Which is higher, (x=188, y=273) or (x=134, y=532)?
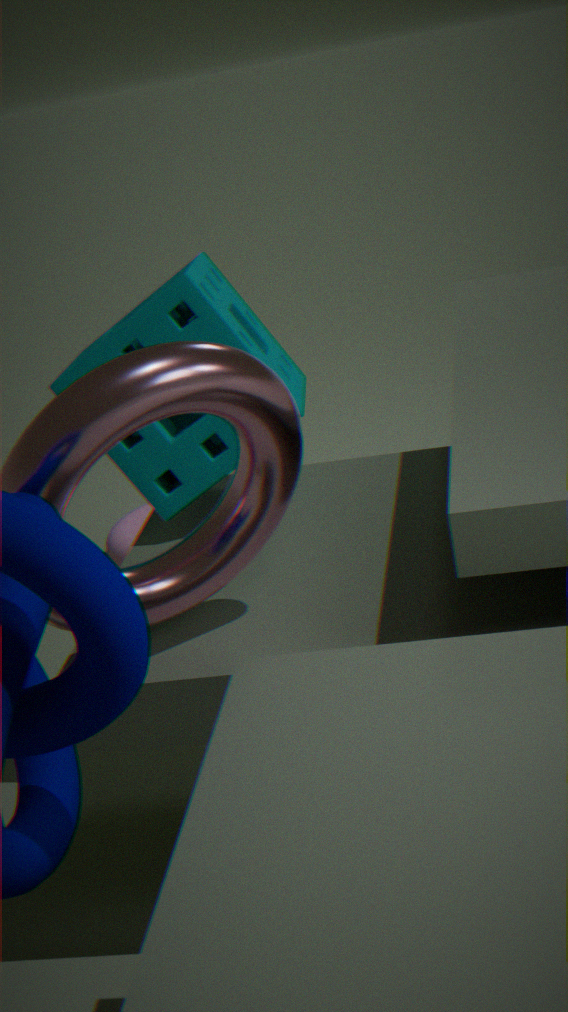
(x=188, y=273)
